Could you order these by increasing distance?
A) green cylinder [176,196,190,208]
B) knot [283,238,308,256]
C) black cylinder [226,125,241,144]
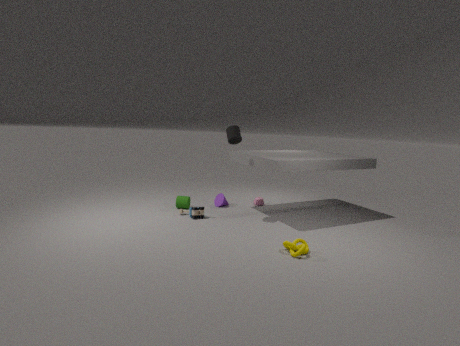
knot [283,238,308,256] → black cylinder [226,125,241,144] → green cylinder [176,196,190,208]
